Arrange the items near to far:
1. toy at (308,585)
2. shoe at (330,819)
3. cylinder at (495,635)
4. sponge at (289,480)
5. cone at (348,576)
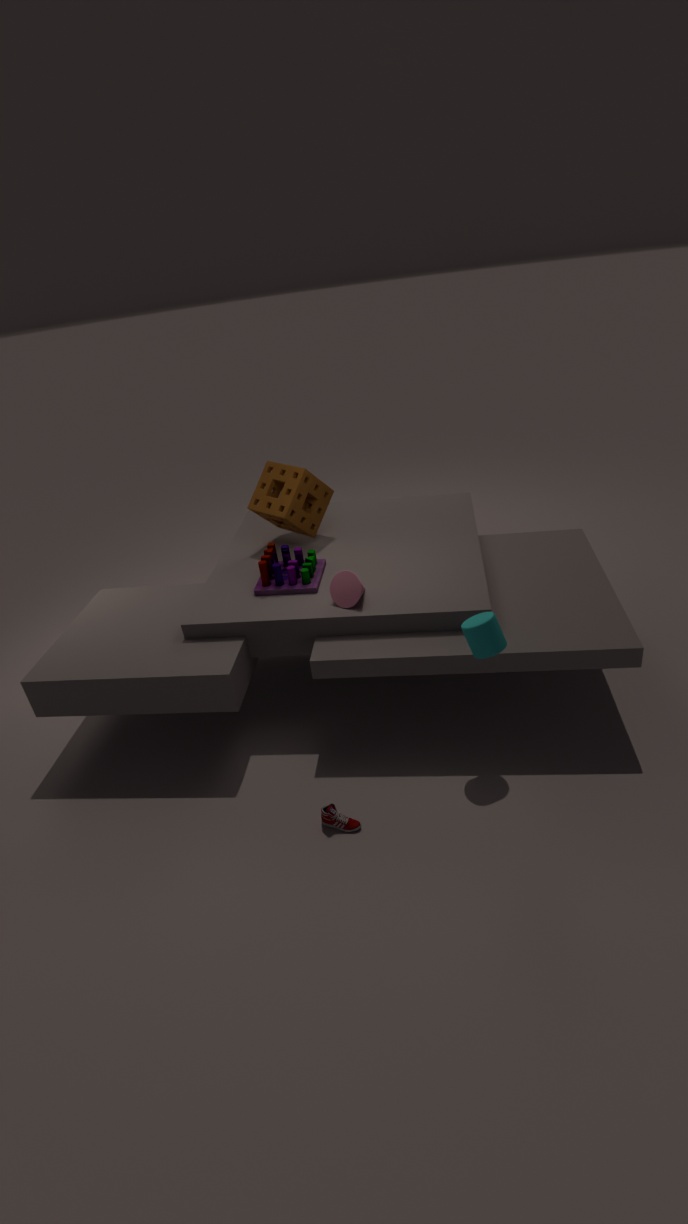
cylinder at (495,635), shoe at (330,819), cone at (348,576), toy at (308,585), sponge at (289,480)
